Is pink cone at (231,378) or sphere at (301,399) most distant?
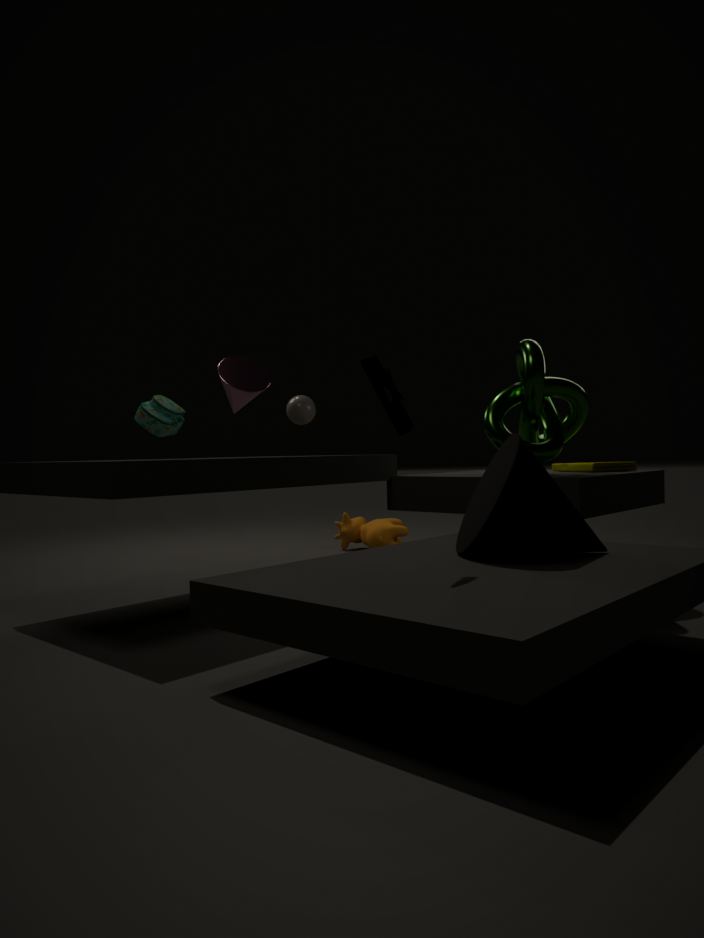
sphere at (301,399)
